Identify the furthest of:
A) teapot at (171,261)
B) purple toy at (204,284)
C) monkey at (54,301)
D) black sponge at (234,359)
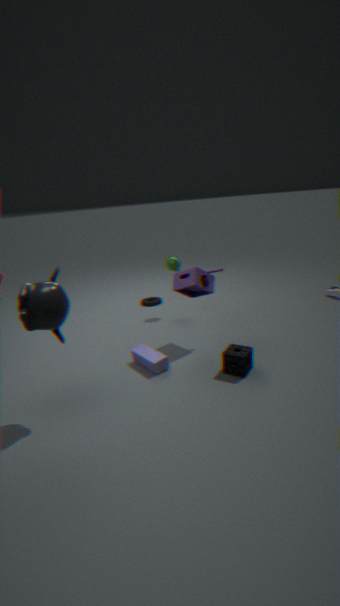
teapot at (171,261)
